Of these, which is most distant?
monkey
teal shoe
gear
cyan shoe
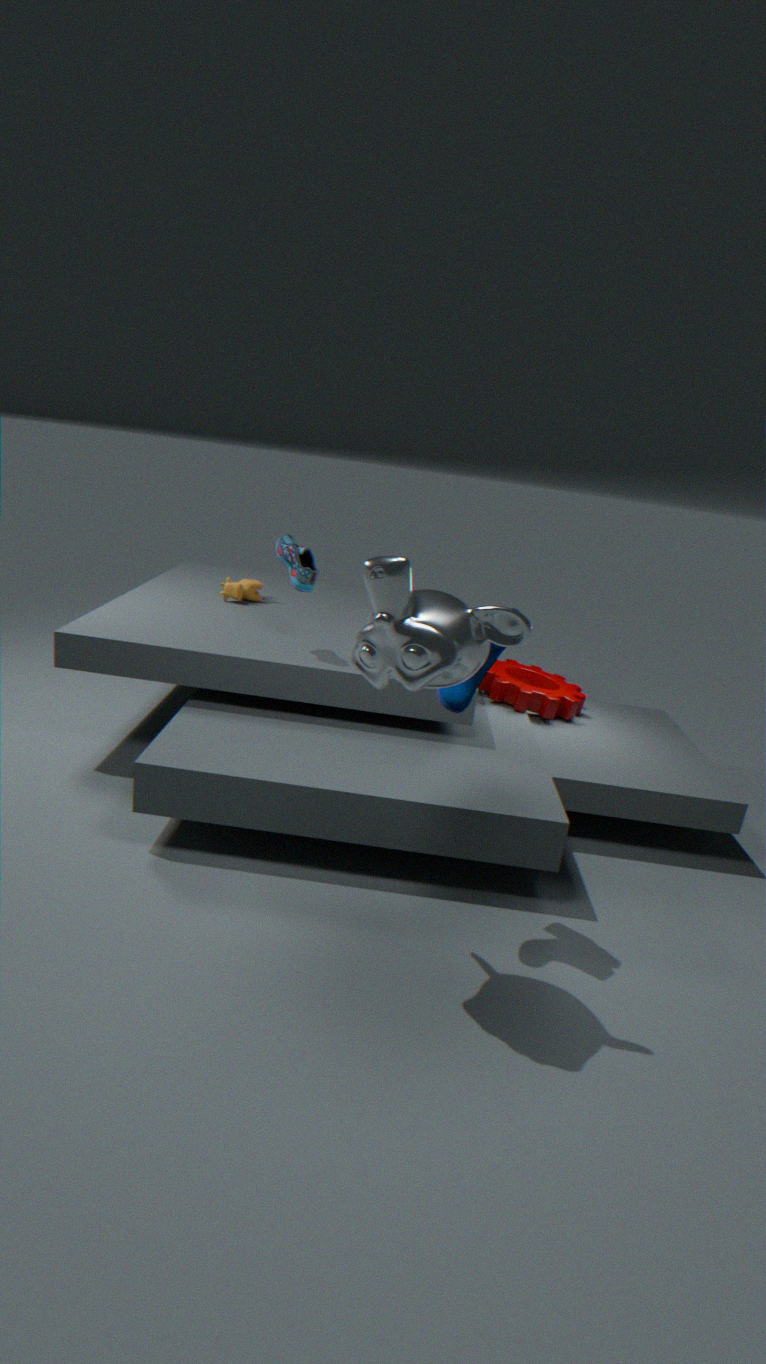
gear
